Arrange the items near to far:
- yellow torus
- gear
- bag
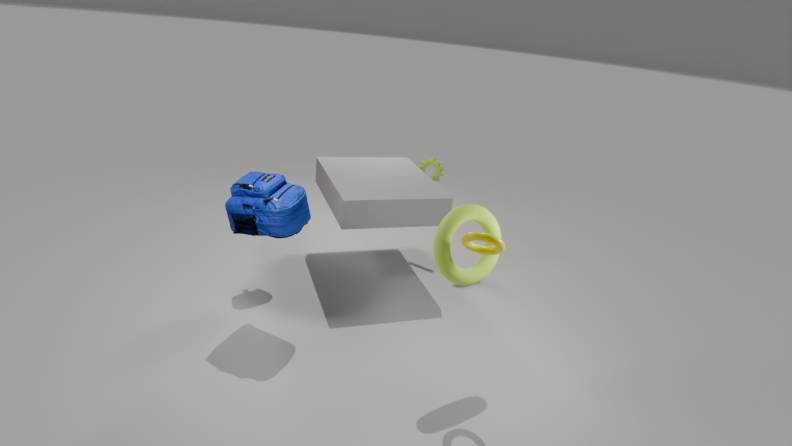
yellow torus
bag
gear
